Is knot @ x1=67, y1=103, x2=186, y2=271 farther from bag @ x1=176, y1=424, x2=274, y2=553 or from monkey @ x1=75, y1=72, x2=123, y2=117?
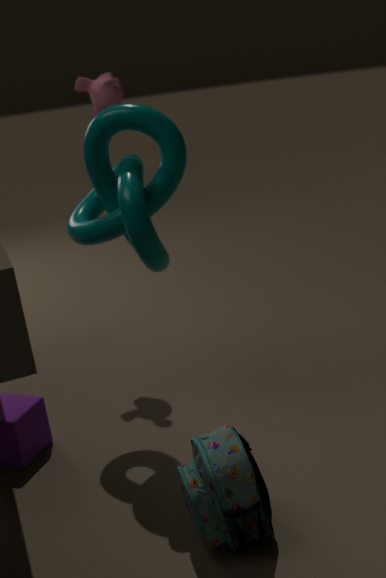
bag @ x1=176, y1=424, x2=274, y2=553
